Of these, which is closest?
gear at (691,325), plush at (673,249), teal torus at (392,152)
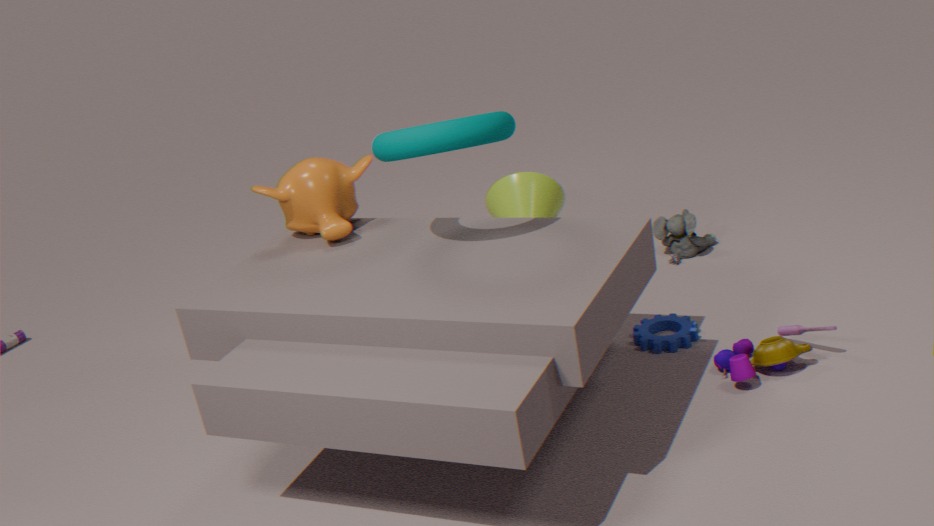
teal torus at (392,152)
